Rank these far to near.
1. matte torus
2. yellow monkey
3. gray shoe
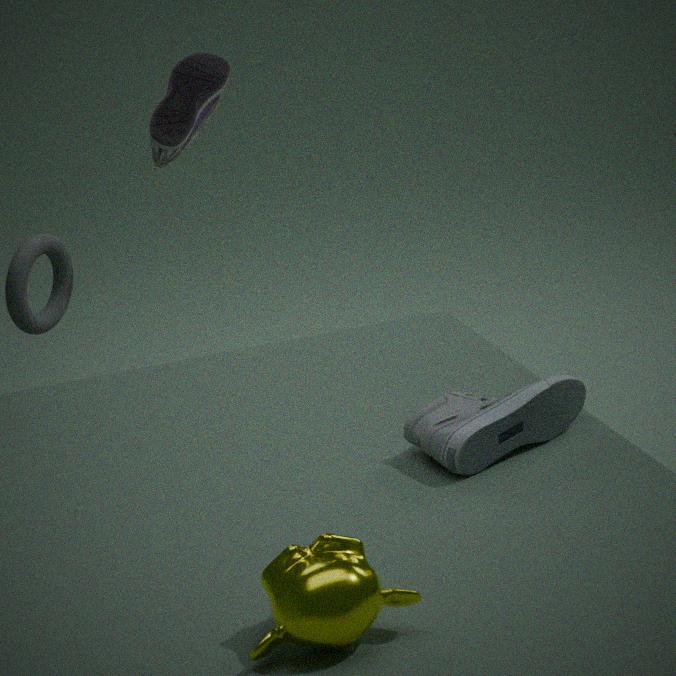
matte torus < gray shoe < yellow monkey
